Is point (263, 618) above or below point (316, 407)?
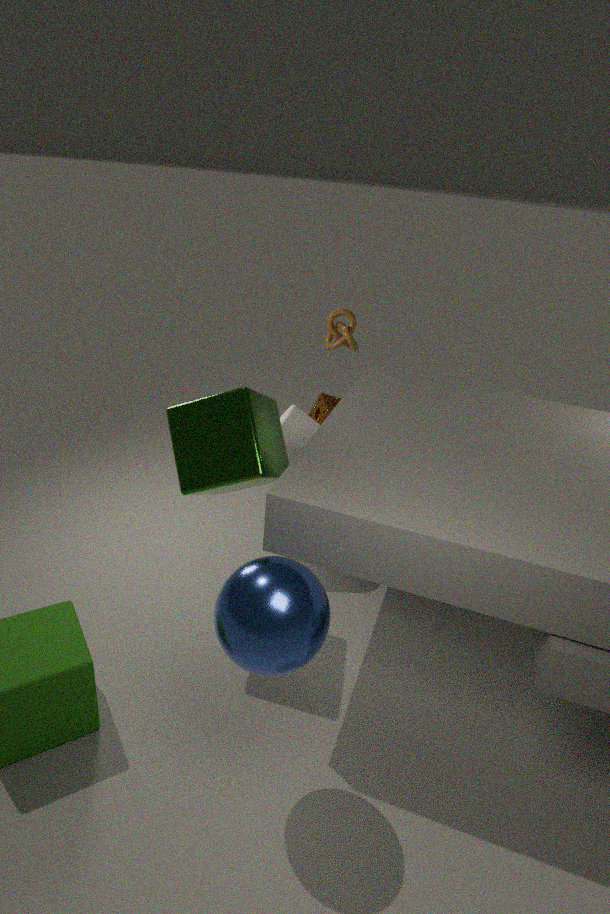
above
